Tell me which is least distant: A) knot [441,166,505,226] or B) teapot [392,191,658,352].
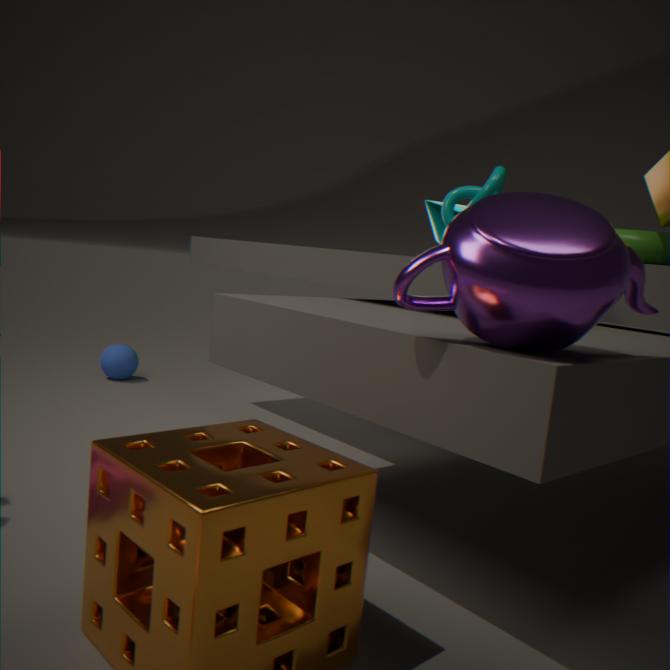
B. teapot [392,191,658,352]
